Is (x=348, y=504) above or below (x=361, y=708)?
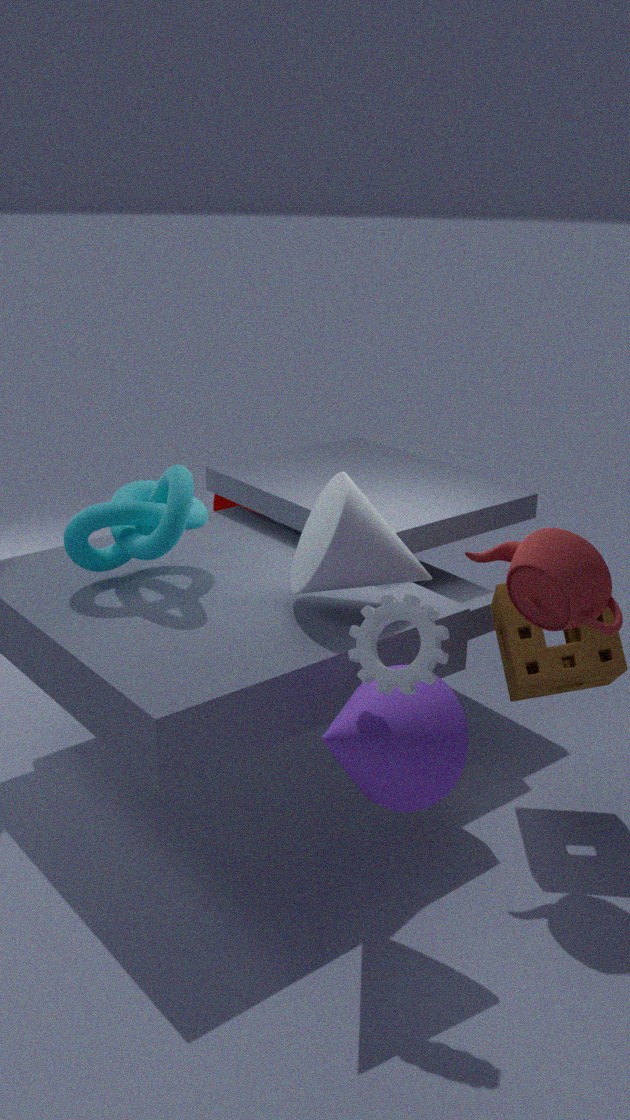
above
